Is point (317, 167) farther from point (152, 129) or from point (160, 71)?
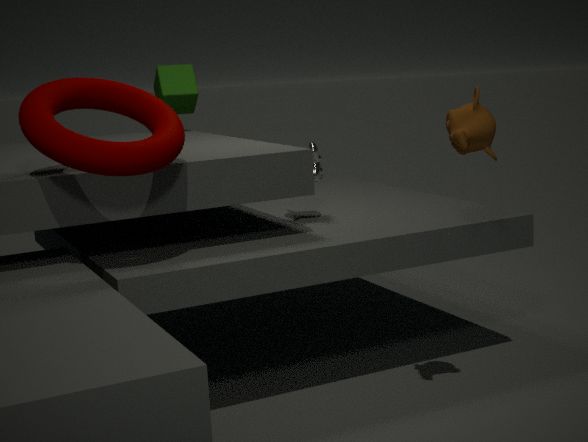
point (160, 71)
